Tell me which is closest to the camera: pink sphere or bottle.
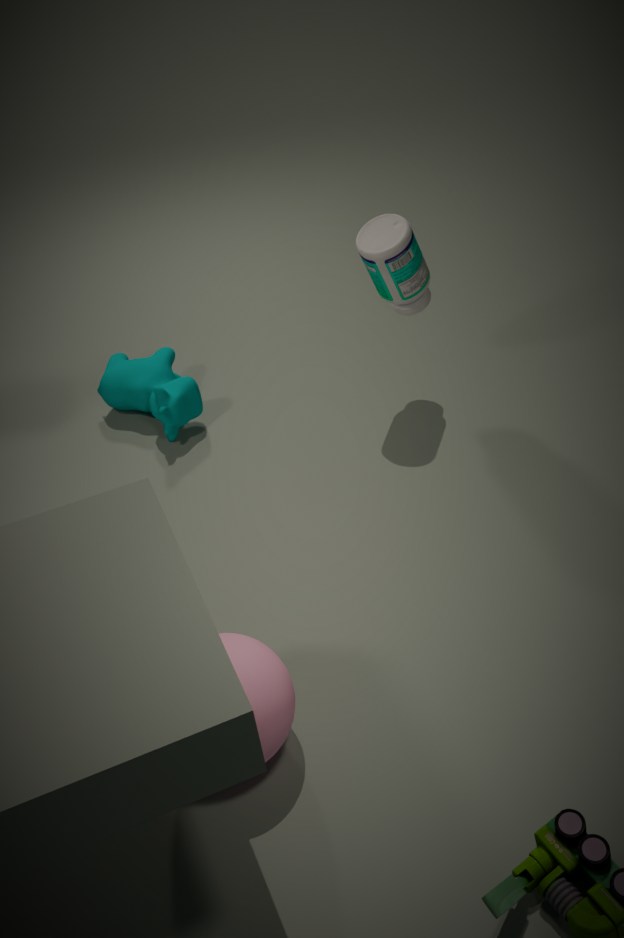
pink sphere
